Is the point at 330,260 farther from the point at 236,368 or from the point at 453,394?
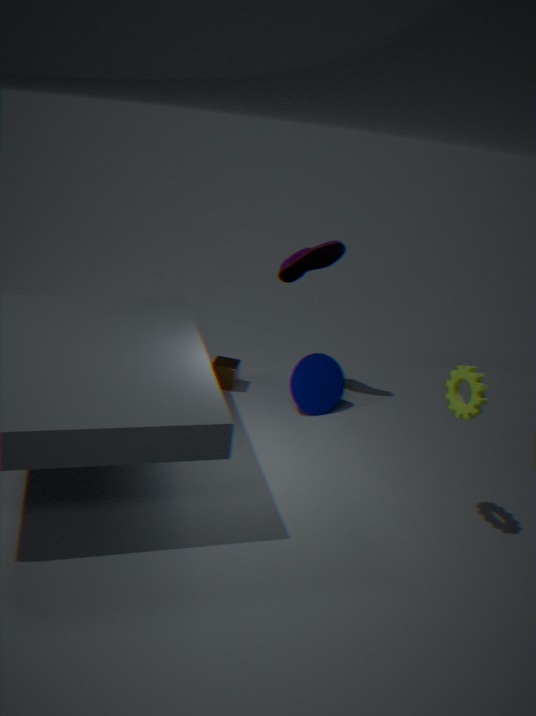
the point at 453,394
